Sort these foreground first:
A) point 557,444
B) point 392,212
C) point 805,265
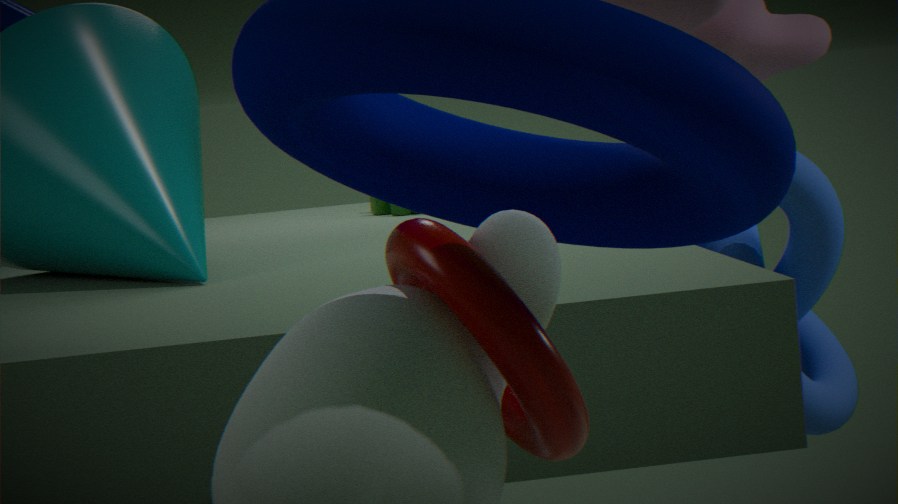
A. point 557,444, C. point 805,265, B. point 392,212
